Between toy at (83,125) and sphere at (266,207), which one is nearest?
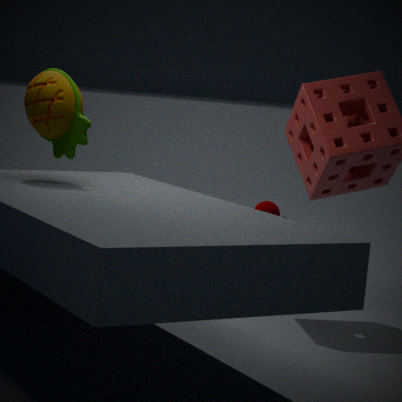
toy at (83,125)
